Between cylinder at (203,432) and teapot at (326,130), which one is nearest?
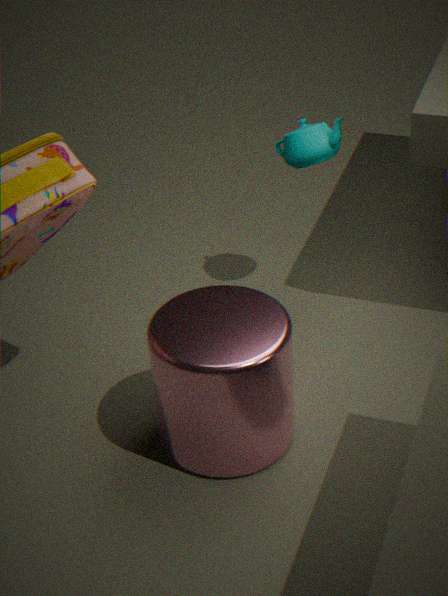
cylinder at (203,432)
